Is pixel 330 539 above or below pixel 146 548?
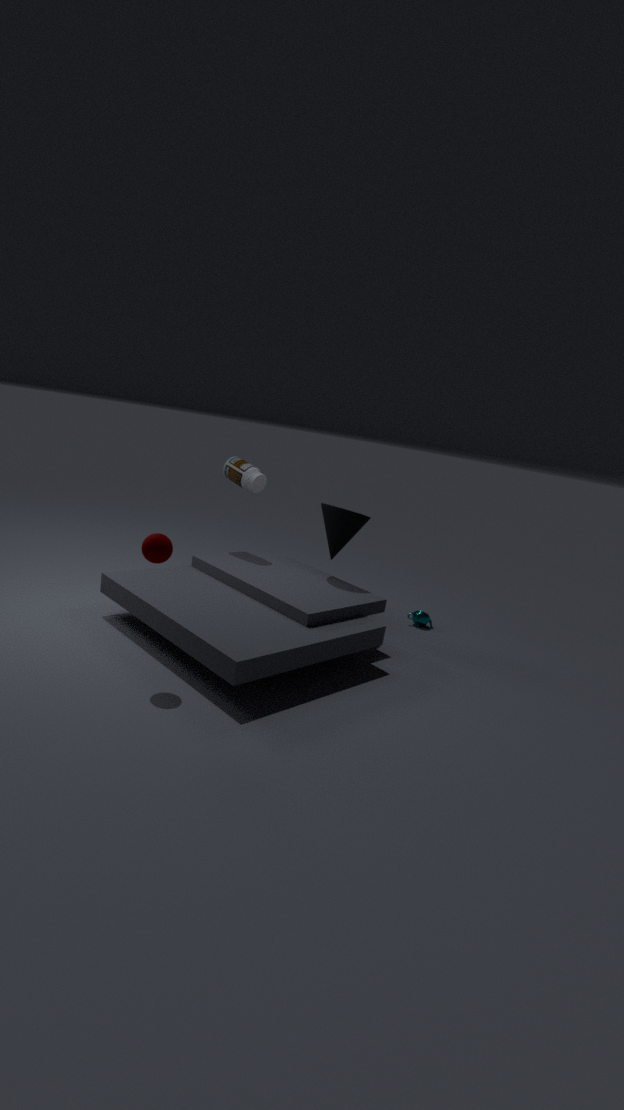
above
